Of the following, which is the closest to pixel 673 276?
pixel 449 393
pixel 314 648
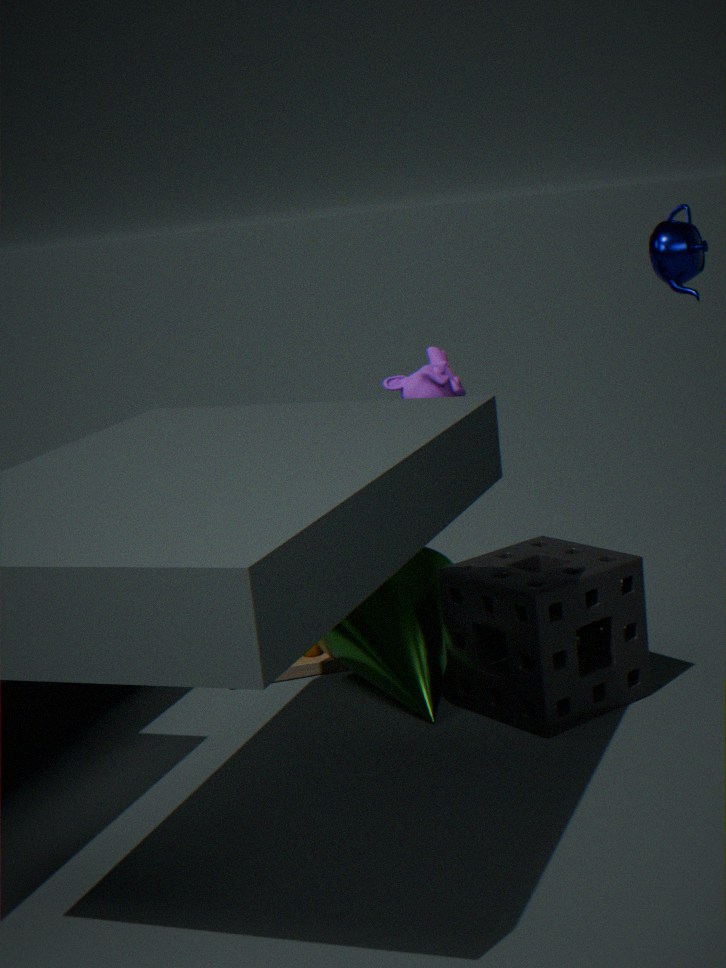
pixel 449 393
